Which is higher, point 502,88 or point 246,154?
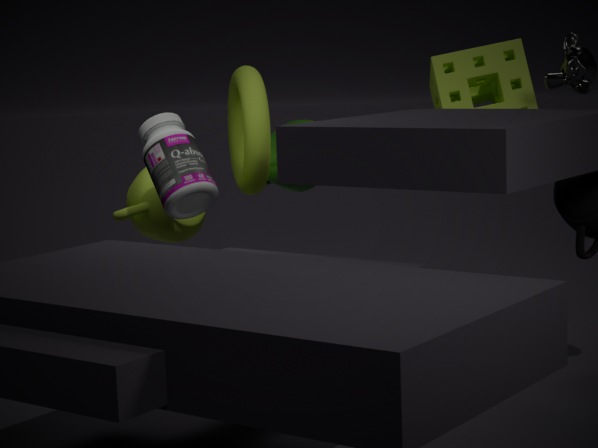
point 502,88
